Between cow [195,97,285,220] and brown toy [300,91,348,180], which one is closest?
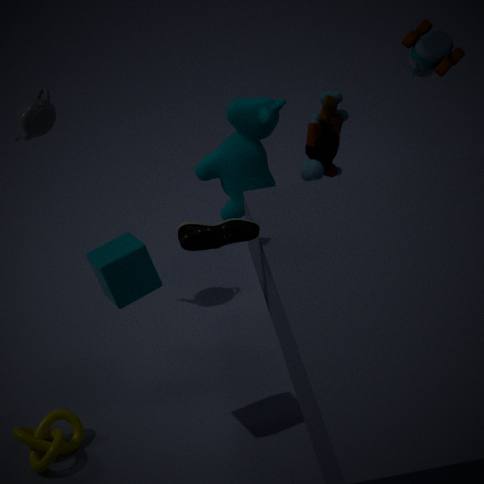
cow [195,97,285,220]
